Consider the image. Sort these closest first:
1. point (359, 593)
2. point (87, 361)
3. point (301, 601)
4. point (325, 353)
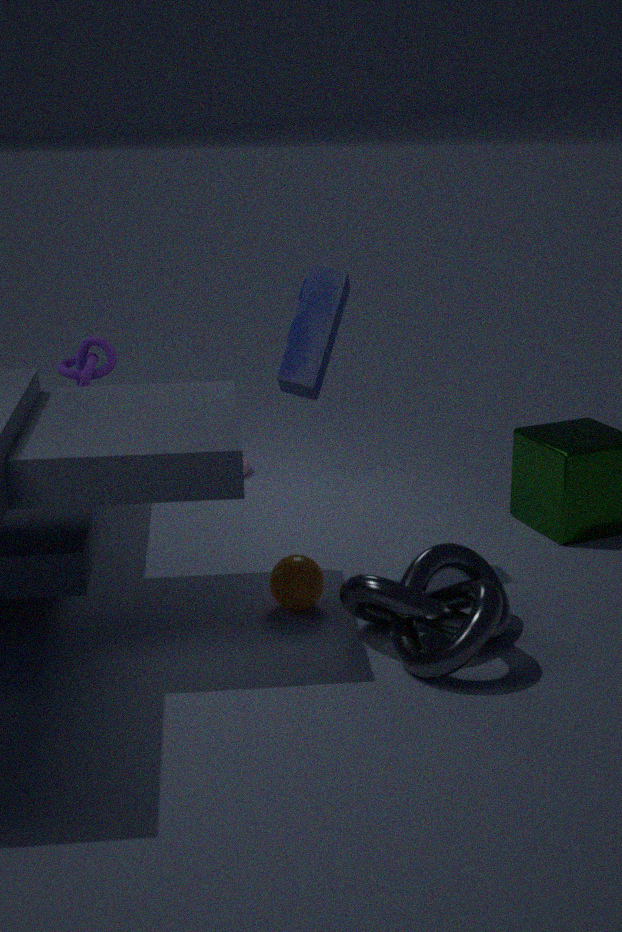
1. point (359, 593)
2. point (301, 601)
3. point (325, 353)
4. point (87, 361)
